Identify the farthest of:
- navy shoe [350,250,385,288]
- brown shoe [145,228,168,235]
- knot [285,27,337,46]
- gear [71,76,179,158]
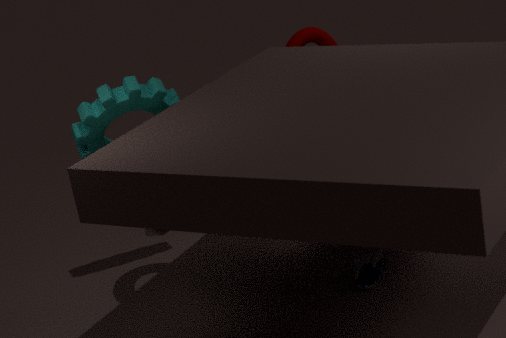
knot [285,27,337,46]
